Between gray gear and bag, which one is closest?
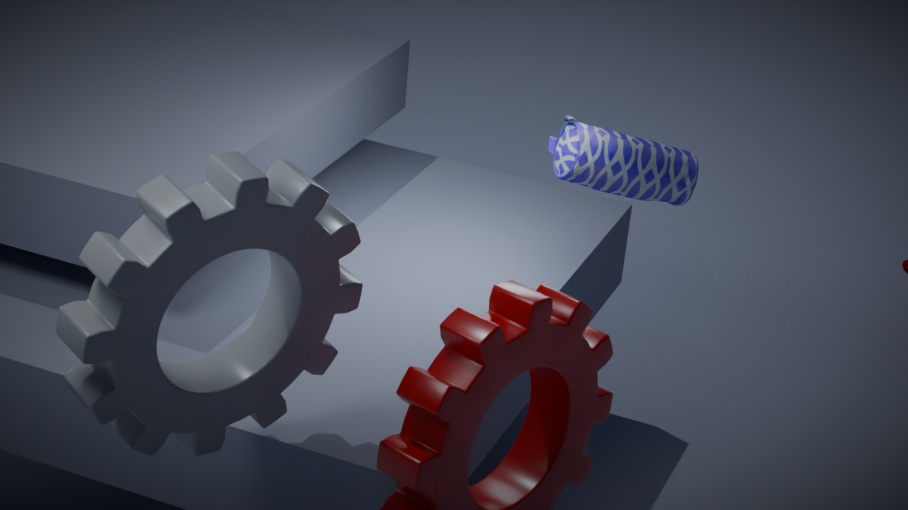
gray gear
